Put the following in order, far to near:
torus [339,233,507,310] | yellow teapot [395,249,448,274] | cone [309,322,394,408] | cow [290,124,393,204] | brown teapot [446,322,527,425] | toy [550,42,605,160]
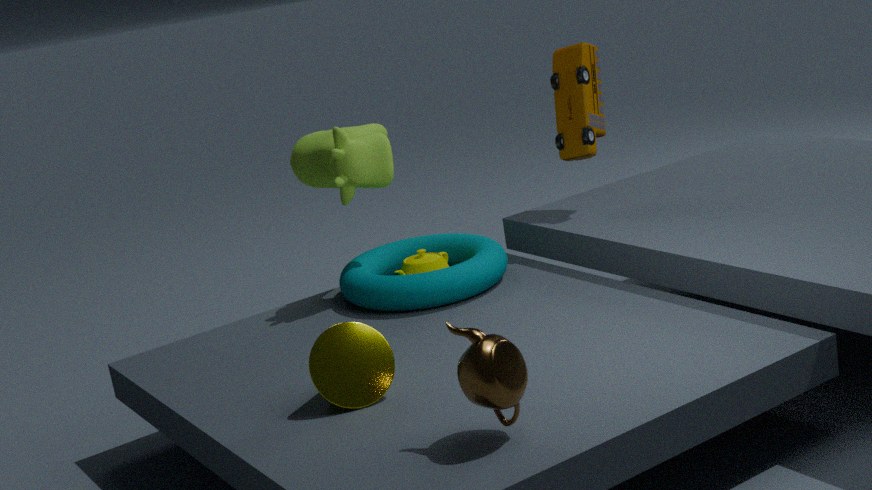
1. toy [550,42,605,160]
2. yellow teapot [395,249,448,274]
3. cow [290,124,393,204]
4. torus [339,233,507,310]
5. cone [309,322,394,408]
6. brown teapot [446,322,527,425]
